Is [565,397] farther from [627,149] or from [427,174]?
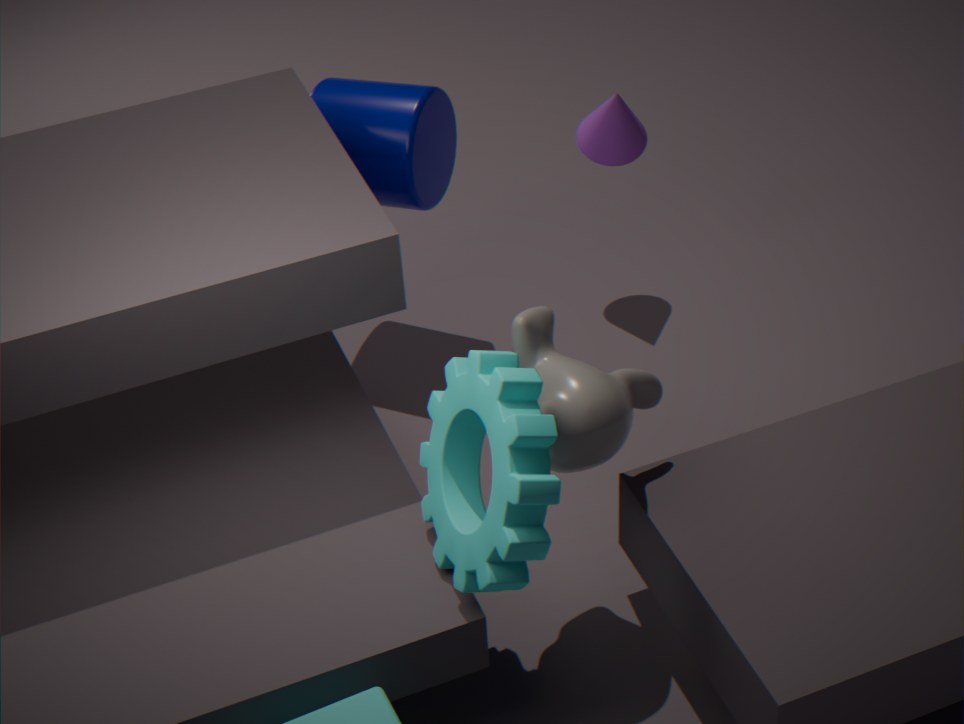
[627,149]
